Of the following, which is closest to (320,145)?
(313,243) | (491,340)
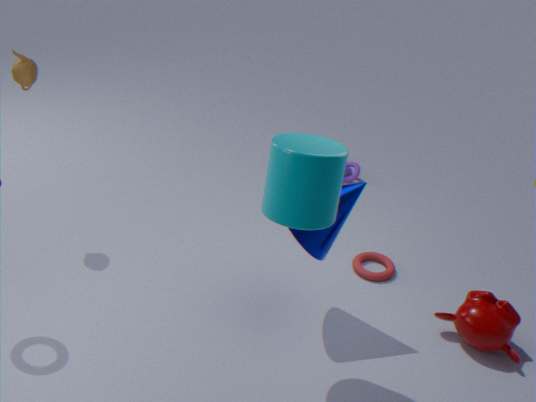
(313,243)
